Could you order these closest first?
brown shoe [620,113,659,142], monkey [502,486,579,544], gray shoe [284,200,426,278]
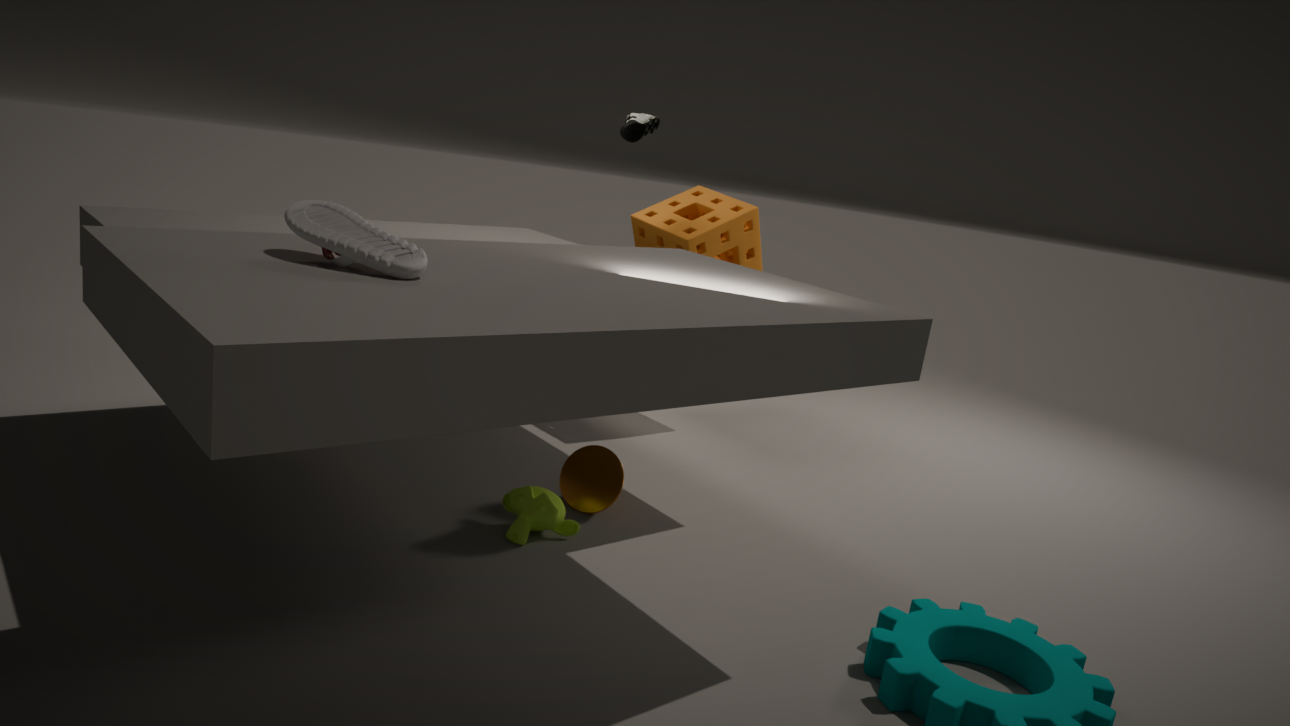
gray shoe [284,200,426,278]
monkey [502,486,579,544]
brown shoe [620,113,659,142]
